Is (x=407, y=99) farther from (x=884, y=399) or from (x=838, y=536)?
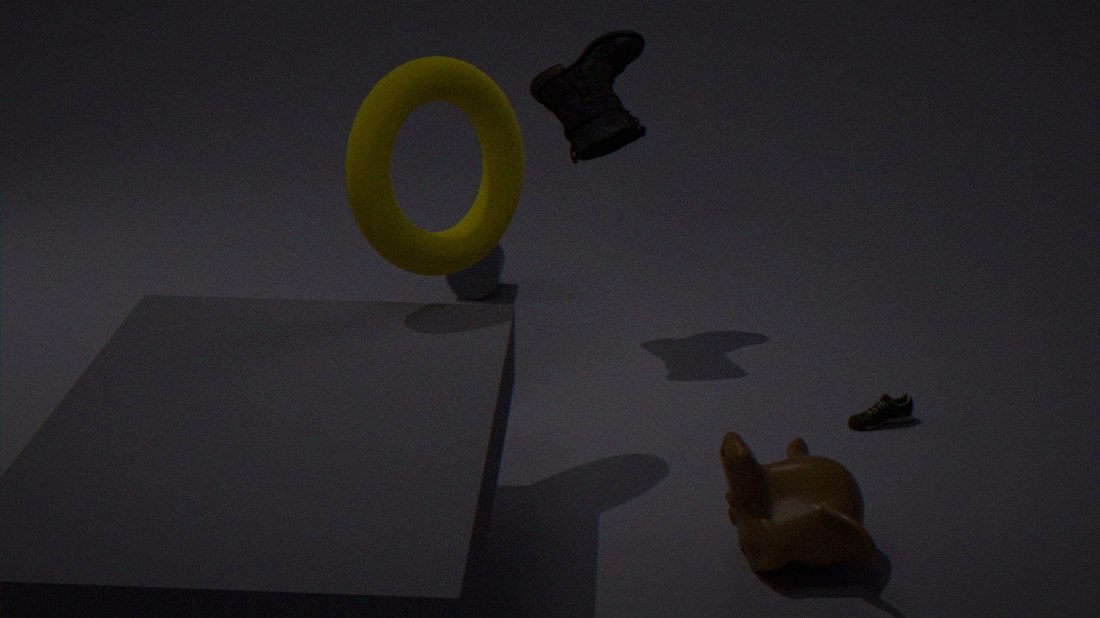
(x=884, y=399)
